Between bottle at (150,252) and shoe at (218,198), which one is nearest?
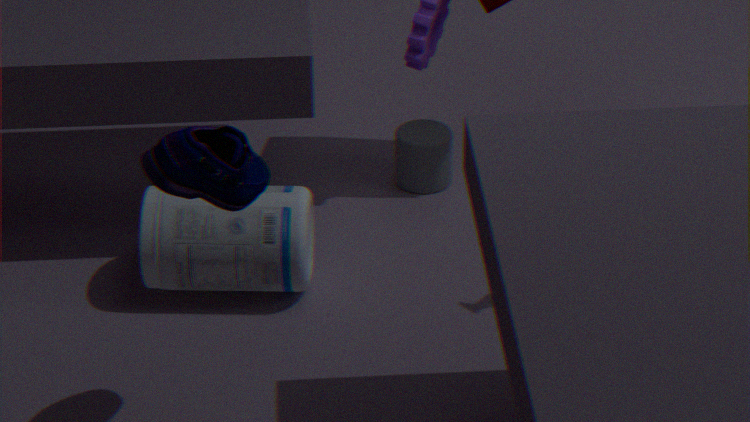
shoe at (218,198)
